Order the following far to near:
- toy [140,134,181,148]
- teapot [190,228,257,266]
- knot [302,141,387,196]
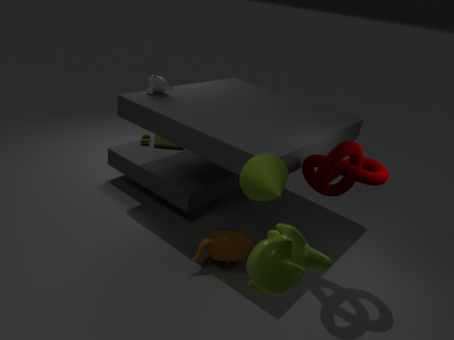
toy [140,134,181,148]
teapot [190,228,257,266]
knot [302,141,387,196]
